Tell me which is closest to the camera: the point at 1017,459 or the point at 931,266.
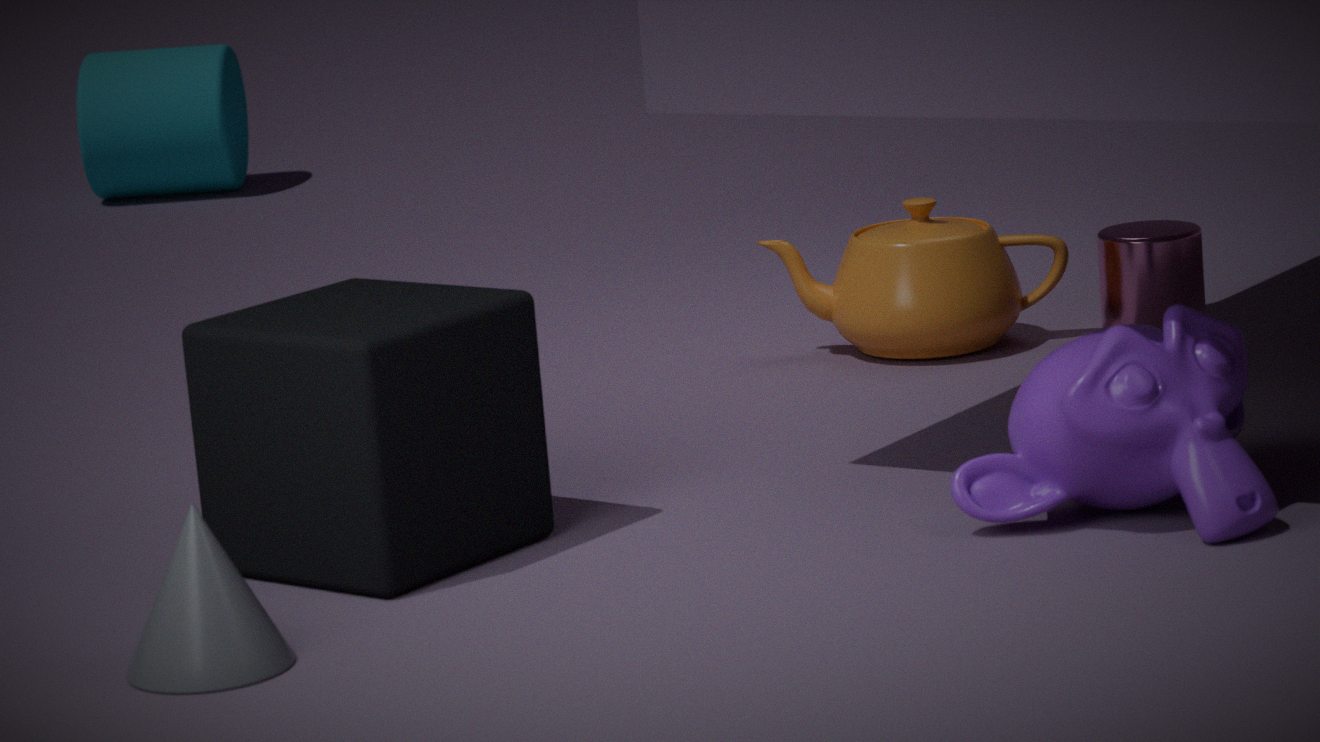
the point at 1017,459
